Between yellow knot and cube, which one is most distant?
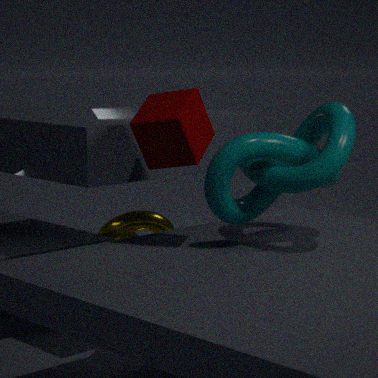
yellow knot
